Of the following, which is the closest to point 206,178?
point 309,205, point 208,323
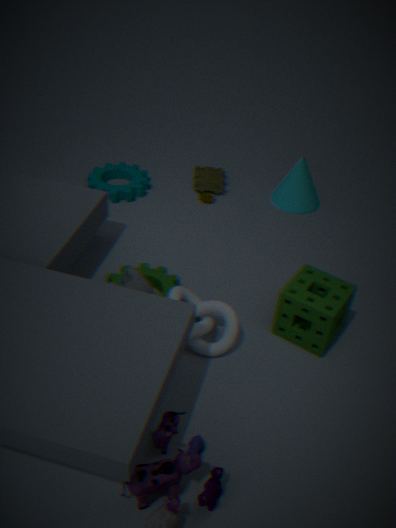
point 309,205
